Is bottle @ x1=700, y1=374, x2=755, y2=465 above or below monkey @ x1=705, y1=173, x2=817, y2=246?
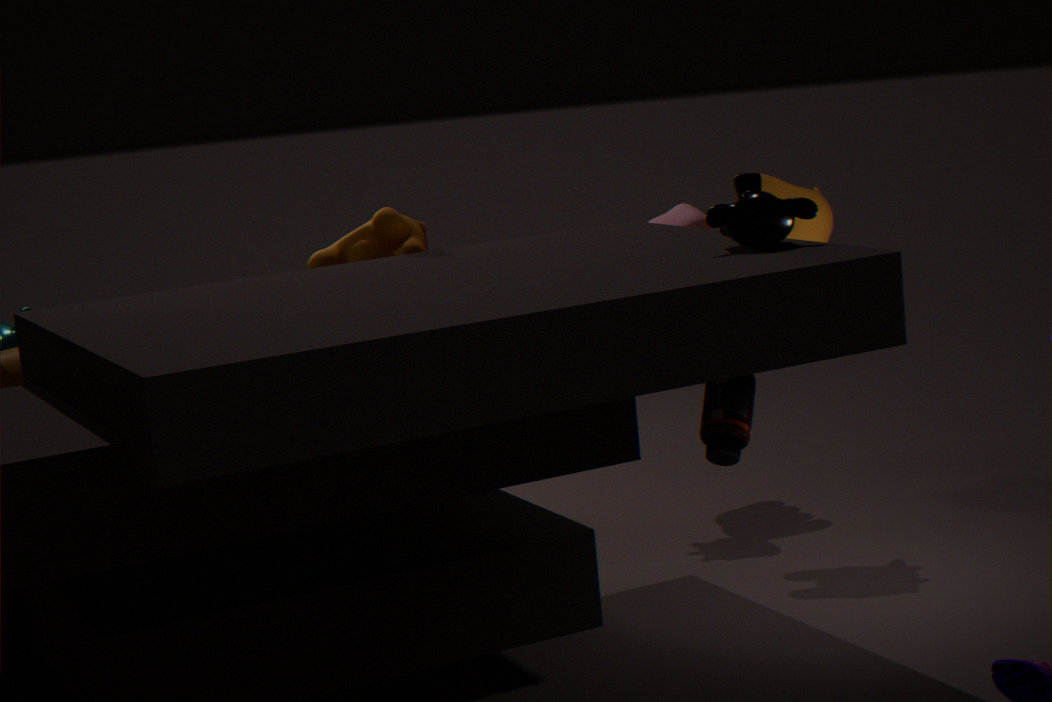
below
